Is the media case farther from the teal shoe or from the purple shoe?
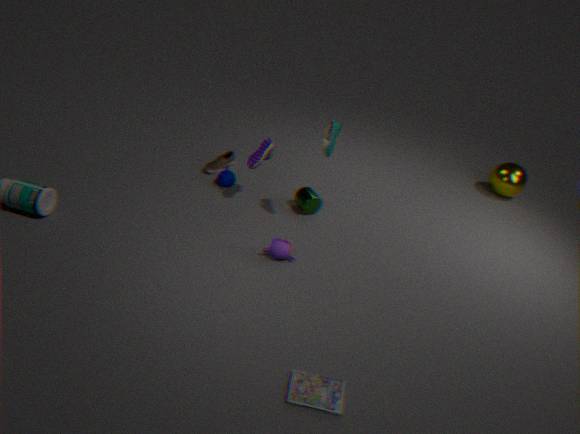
the purple shoe
